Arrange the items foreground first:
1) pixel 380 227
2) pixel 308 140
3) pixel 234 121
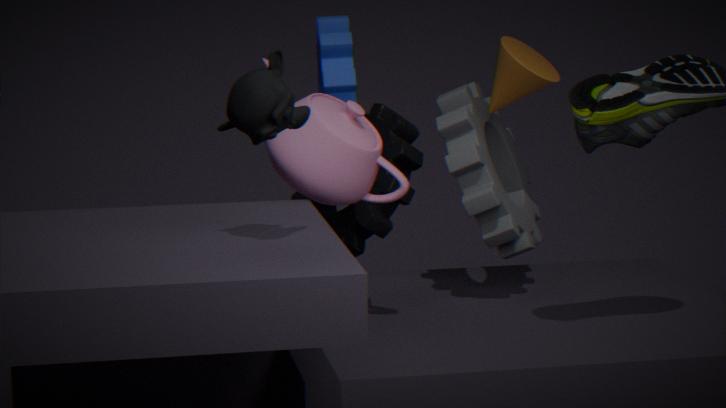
3. pixel 234 121
2. pixel 308 140
1. pixel 380 227
